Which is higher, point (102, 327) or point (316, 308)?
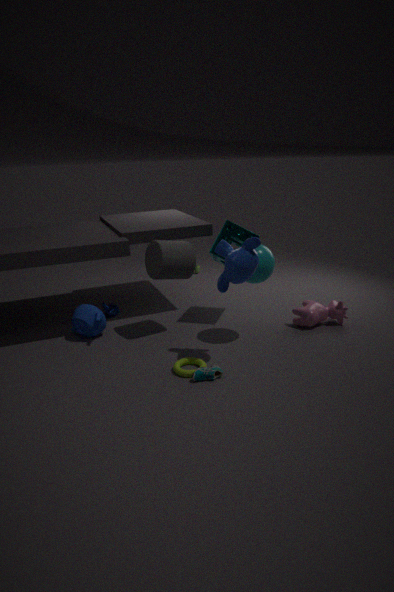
point (102, 327)
